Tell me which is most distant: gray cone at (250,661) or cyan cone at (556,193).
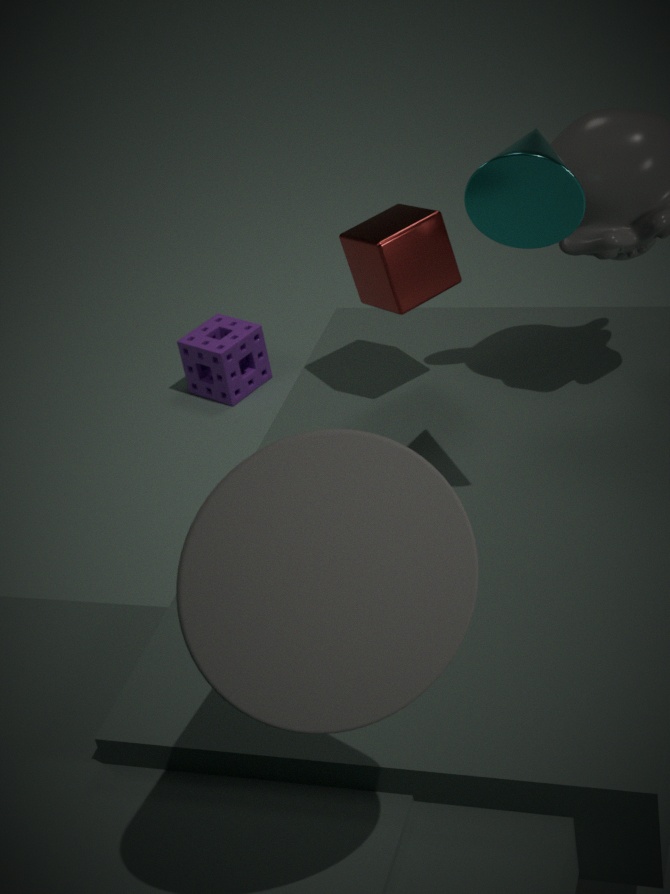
cyan cone at (556,193)
